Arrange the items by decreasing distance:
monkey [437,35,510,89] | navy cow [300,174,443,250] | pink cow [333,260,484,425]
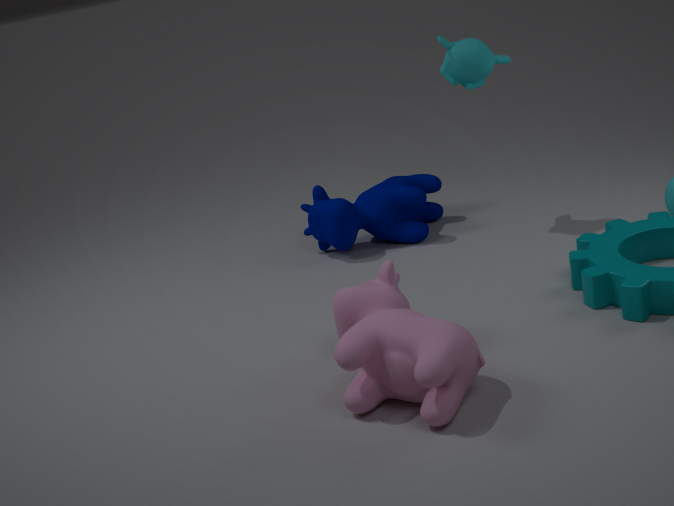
navy cow [300,174,443,250] < monkey [437,35,510,89] < pink cow [333,260,484,425]
